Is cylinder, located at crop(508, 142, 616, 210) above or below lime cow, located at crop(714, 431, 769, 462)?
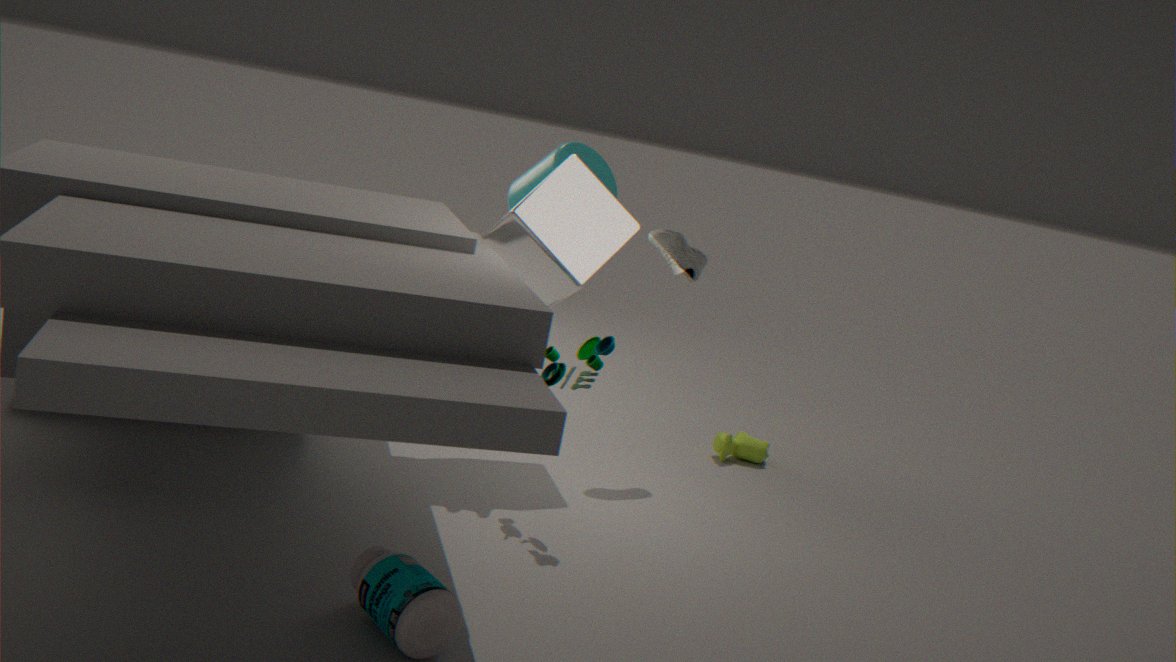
above
